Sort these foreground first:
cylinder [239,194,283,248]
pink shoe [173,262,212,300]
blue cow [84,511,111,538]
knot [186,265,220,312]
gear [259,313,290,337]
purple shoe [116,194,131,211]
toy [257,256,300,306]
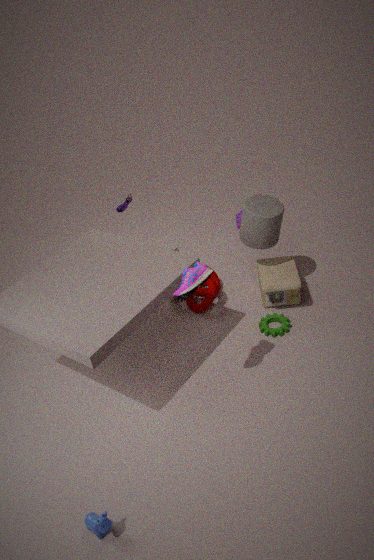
blue cow [84,511,111,538] < pink shoe [173,262,212,300] < cylinder [239,194,283,248] < gear [259,313,290,337] < toy [257,256,300,306] < knot [186,265,220,312] < purple shoe [116,194,131,211]
